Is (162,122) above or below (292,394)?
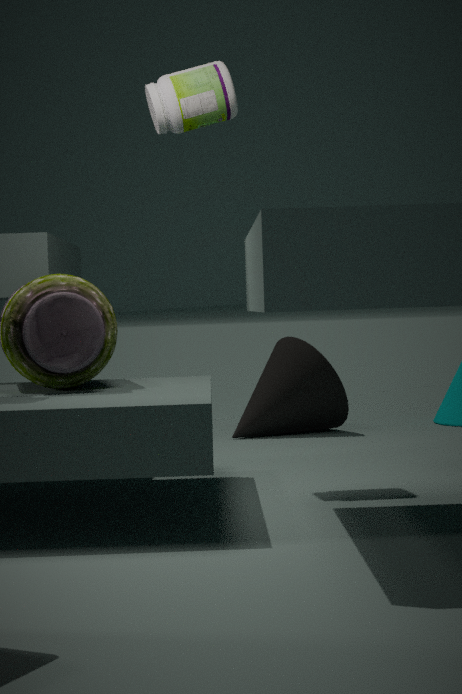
above
